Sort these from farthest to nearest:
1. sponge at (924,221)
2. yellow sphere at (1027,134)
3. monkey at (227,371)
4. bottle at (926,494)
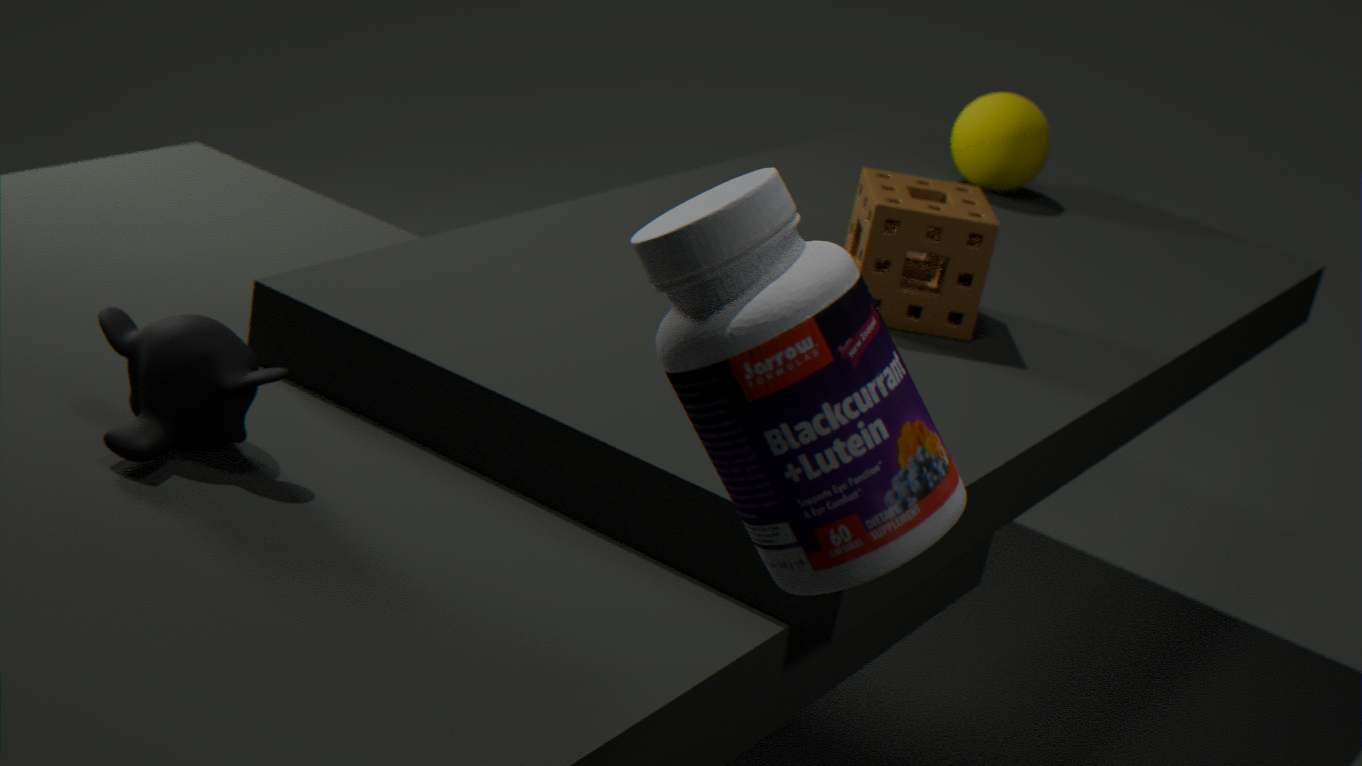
yellow sphere at (1027,134)
sponge at (924,221)
monkey at (227,371)
bottle at (926,494)
